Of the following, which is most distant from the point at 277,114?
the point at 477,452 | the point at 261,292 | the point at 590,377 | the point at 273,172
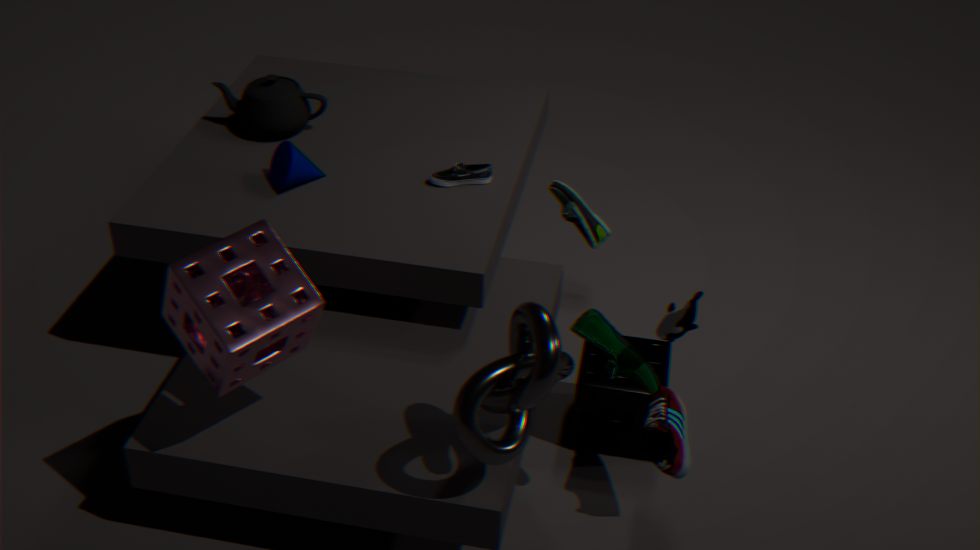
the point at 477,452
